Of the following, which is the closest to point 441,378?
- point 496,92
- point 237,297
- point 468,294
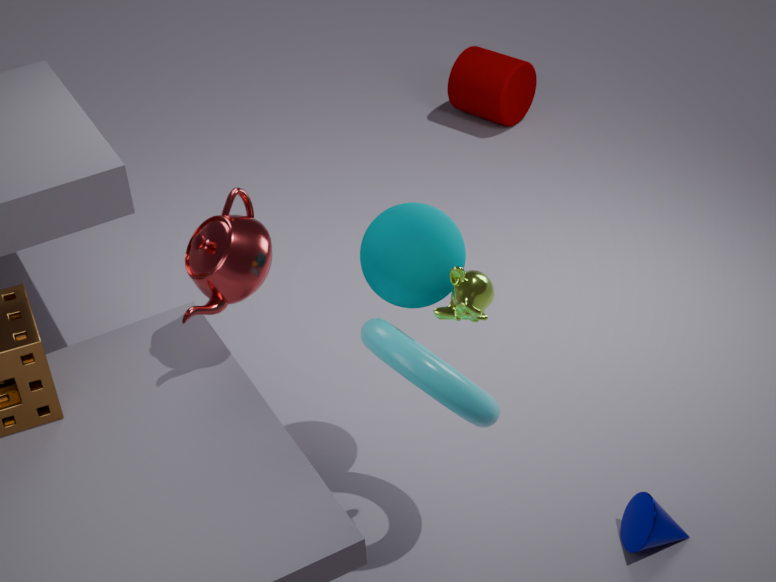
point 468,294
